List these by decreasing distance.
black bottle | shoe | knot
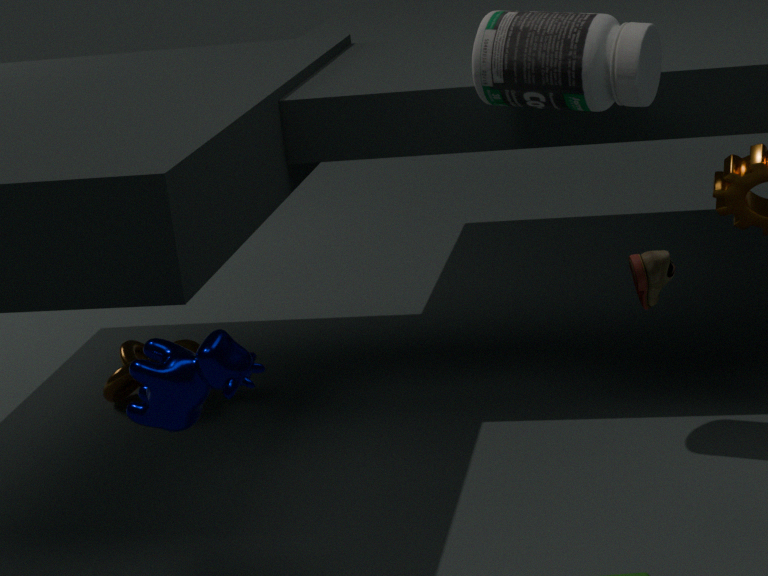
knot < black bottle < shoe
